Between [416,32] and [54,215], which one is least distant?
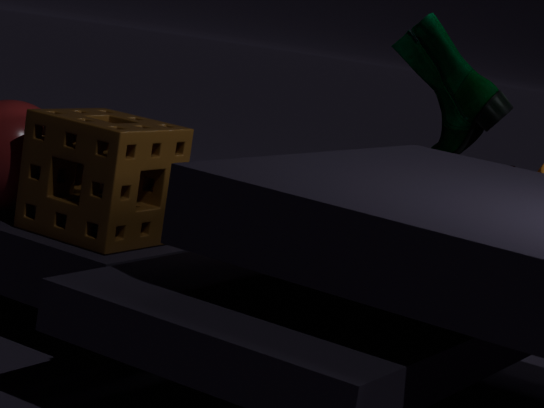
[54,215]
